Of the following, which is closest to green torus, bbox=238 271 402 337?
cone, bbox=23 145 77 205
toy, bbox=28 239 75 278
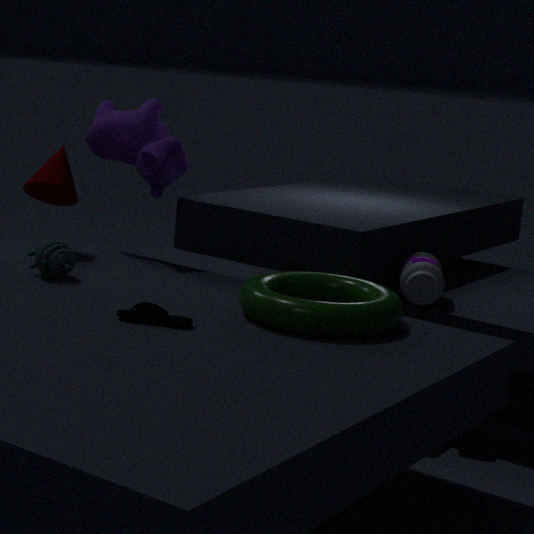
toy, bbox=28 239 75 278
